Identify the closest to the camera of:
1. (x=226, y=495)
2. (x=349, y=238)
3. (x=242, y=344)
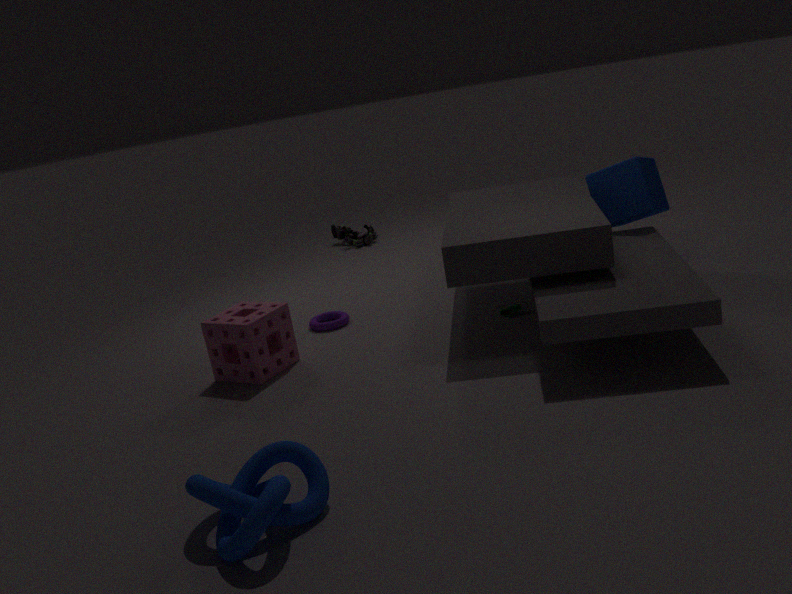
(x=226, y=495)
